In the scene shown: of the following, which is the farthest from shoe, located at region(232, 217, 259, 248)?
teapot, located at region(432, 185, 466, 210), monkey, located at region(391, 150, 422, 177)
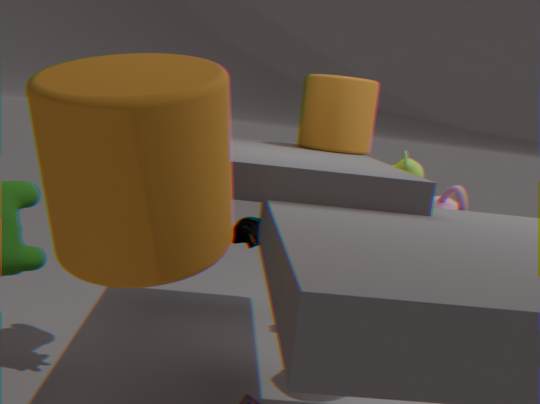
monkey, located at region(391, 150, 422, 177)
